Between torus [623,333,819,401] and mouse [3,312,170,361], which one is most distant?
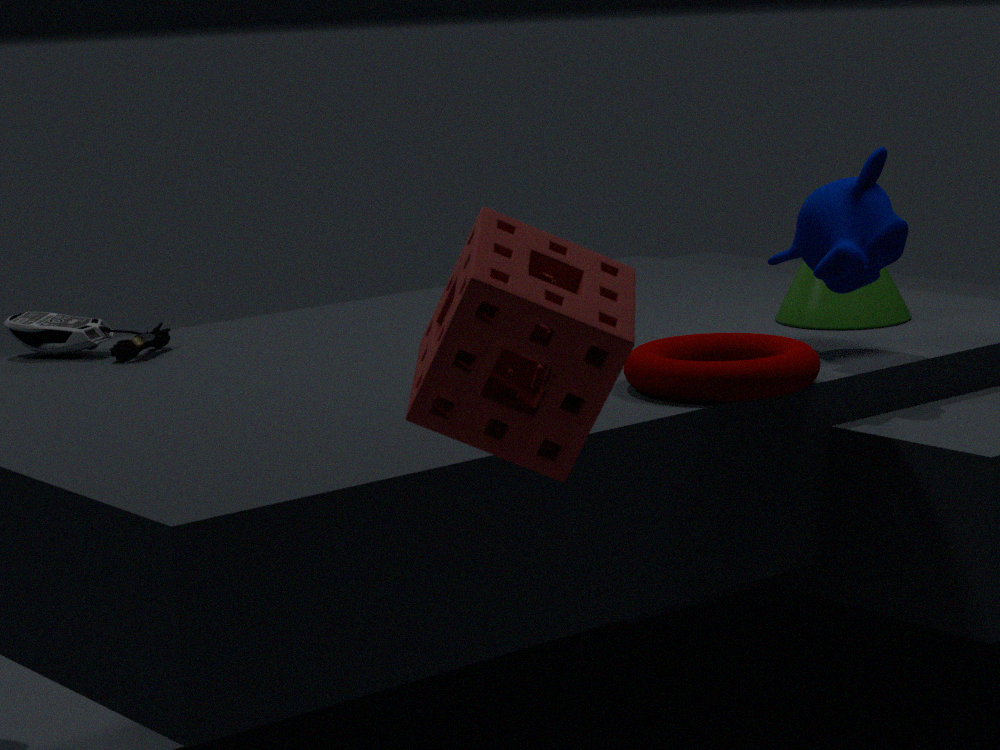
mouse [3,312,170,361]
